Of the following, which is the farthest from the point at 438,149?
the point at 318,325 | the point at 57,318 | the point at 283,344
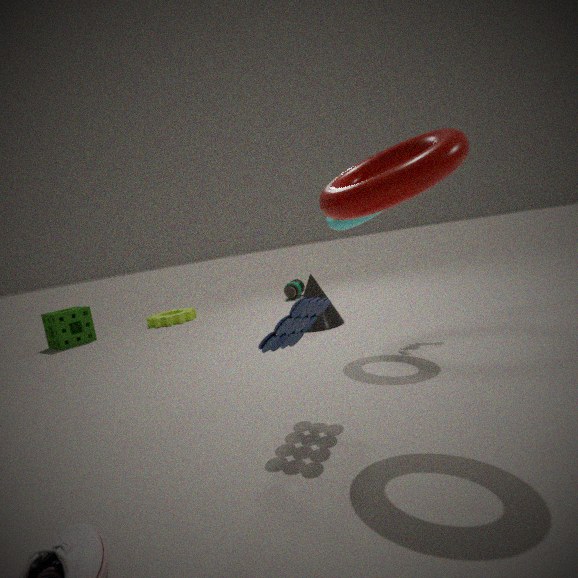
the point at 57,318
